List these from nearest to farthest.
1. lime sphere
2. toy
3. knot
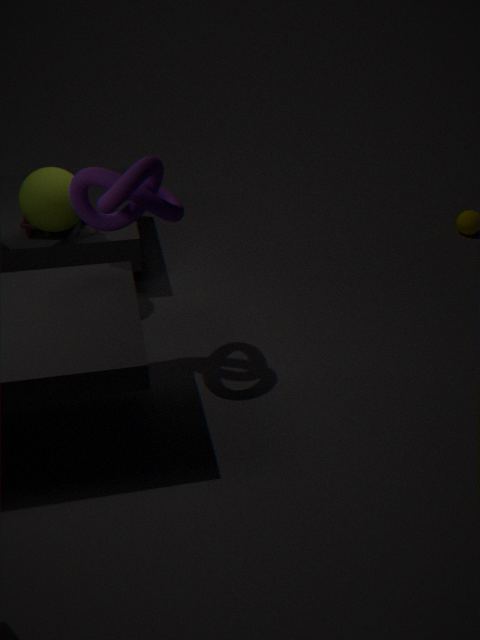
knot → lime sphere → toy
